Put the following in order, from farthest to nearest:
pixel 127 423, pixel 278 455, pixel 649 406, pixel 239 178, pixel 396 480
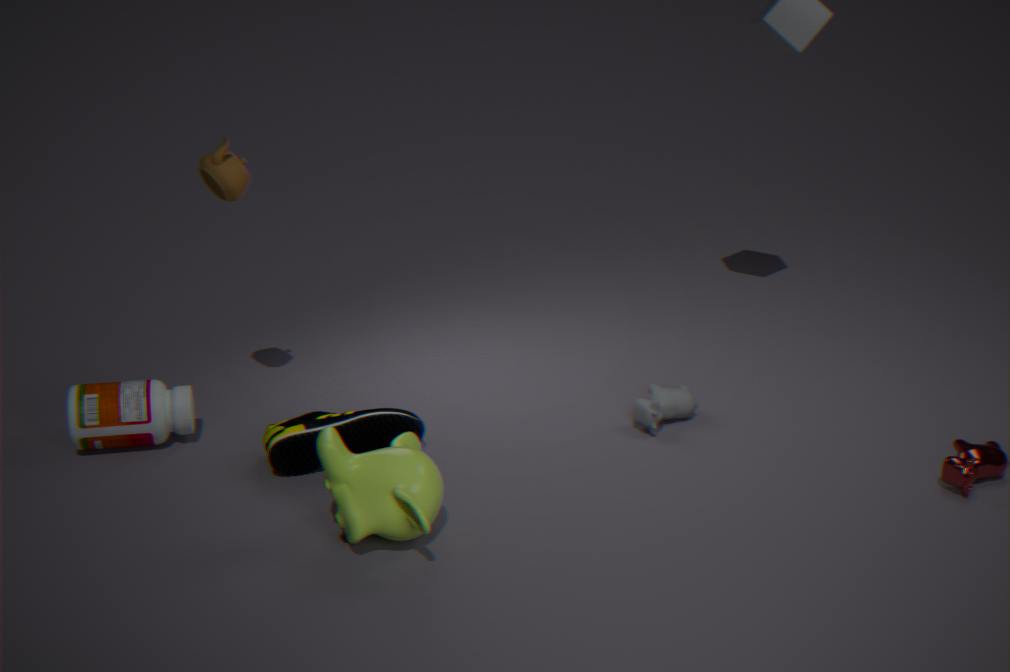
pixel 649 406 < pixel 127 423 < pixel 239 178 < pixel 278 455 < pixel 396 480
